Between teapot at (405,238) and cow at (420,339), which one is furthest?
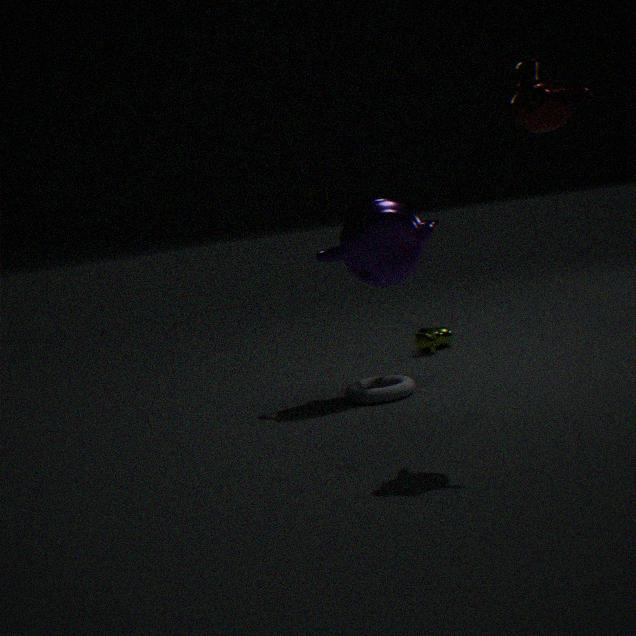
cow at (420,339)
